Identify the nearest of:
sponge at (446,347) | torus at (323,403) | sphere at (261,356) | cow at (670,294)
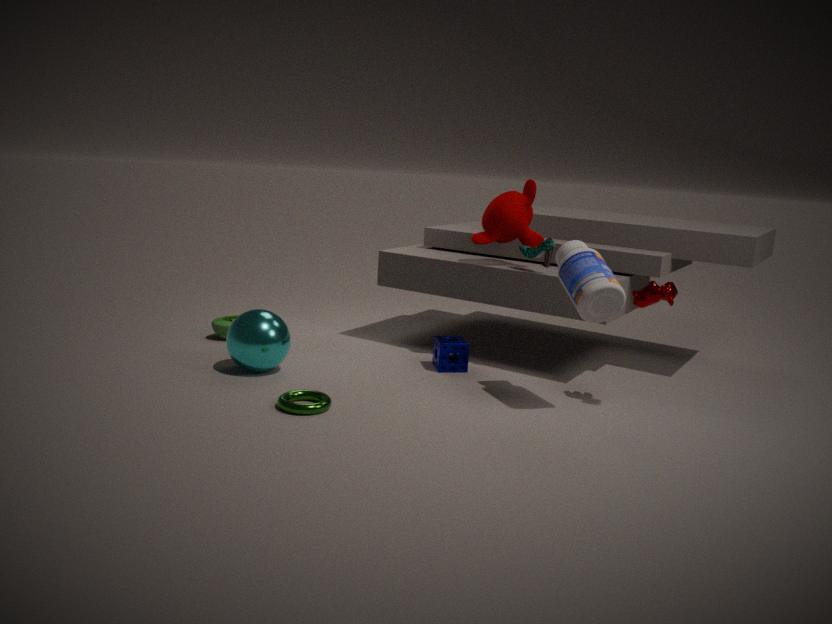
torus at (323,403)
